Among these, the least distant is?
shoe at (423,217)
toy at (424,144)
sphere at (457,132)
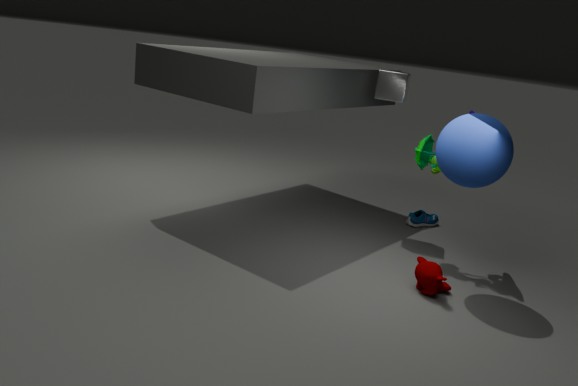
sphere at (457,132)
